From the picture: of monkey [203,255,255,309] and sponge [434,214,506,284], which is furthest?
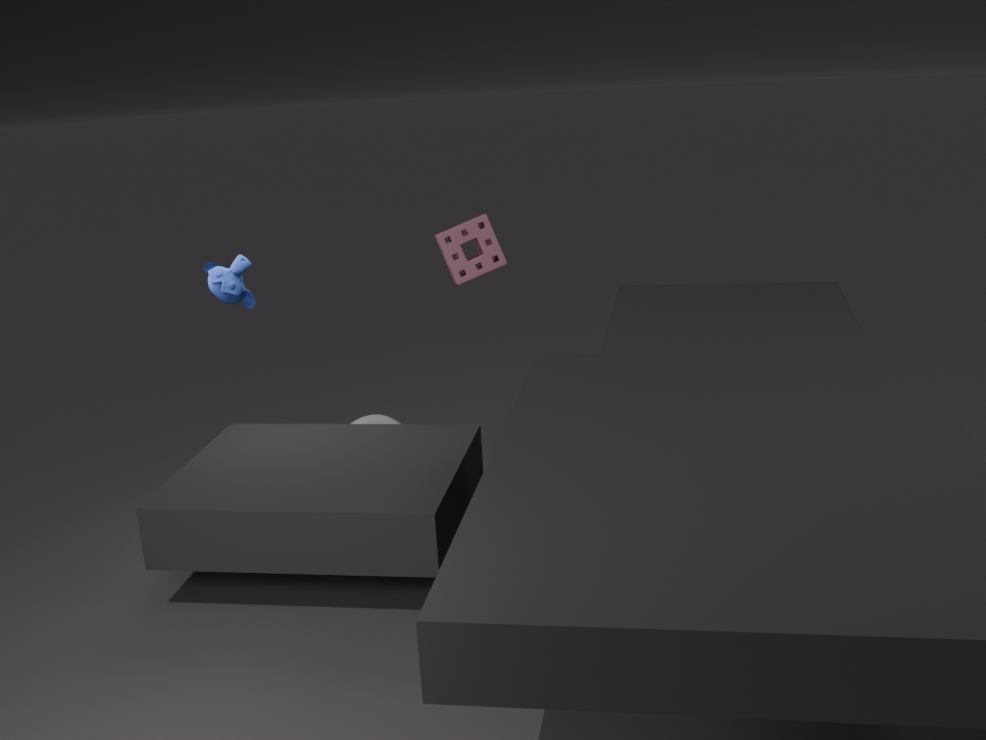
monkey [203,255,255,309]
